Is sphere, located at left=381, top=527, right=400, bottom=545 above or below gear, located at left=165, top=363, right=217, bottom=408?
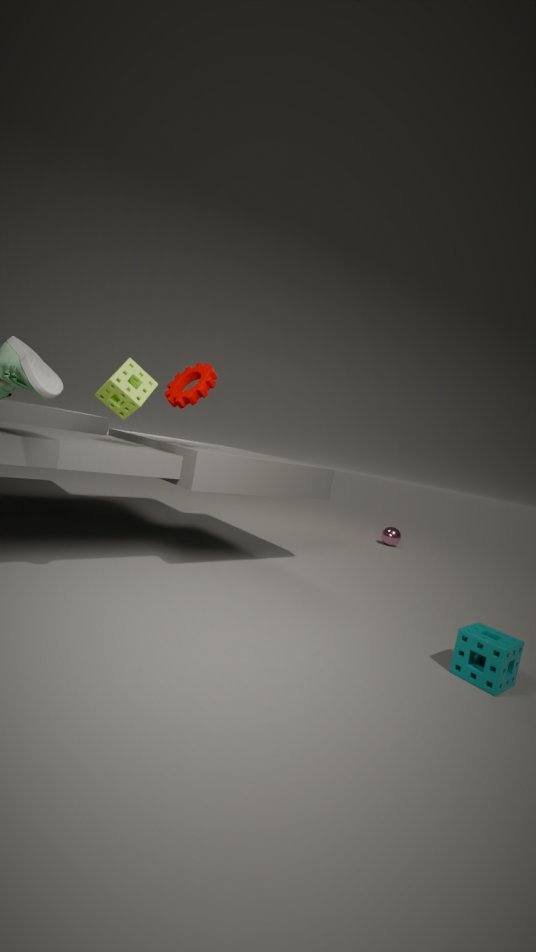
below
